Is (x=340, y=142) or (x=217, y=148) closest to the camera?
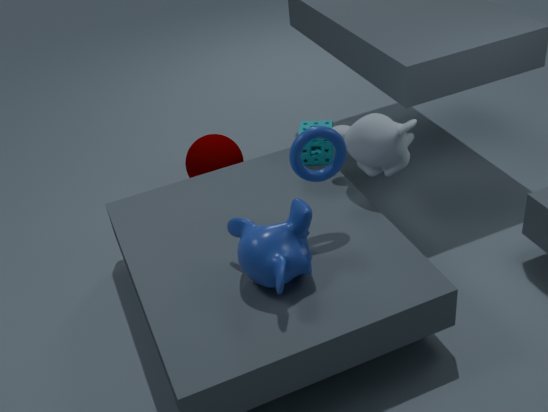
(x=340, y=142)
